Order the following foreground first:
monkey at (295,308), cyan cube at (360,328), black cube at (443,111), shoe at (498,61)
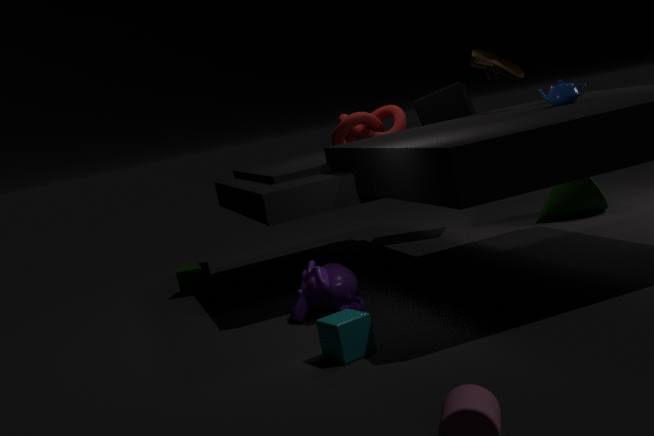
cyan cube at (360,328)
monkey at (295,308)
shoe at (498,61)
black cube at (443,111)
